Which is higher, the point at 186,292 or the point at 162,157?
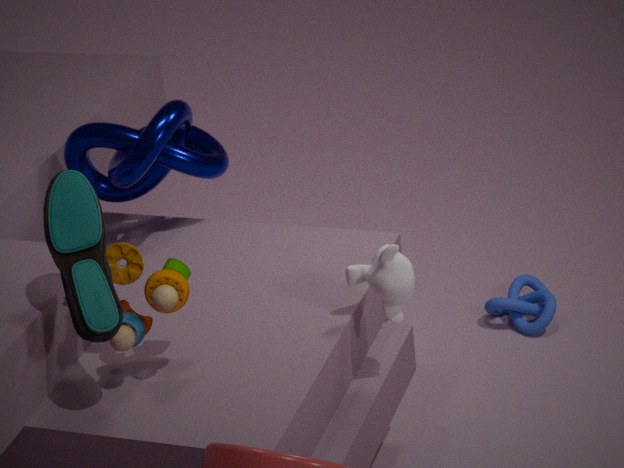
the point at 162,157
